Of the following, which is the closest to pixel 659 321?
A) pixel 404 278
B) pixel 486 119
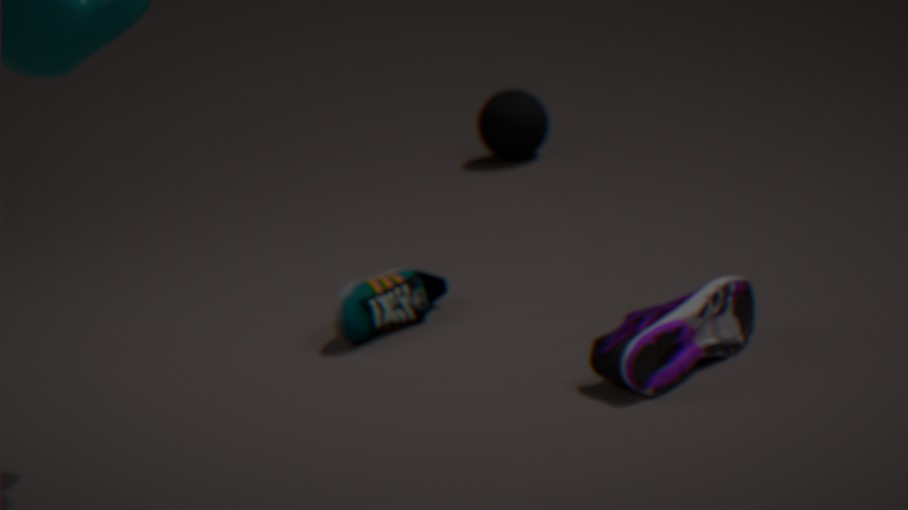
pixel 404 278
